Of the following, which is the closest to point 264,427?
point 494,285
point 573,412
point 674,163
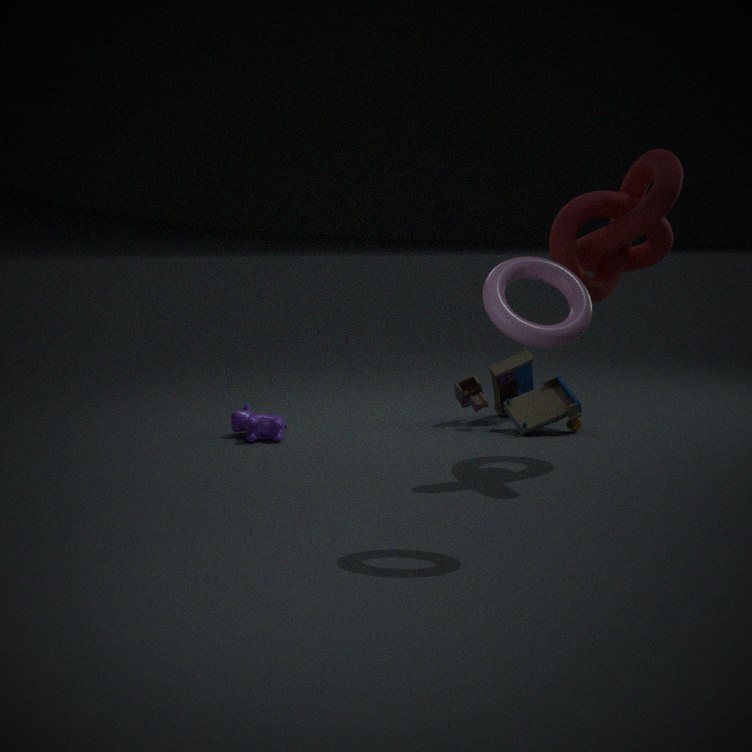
point 573,412
